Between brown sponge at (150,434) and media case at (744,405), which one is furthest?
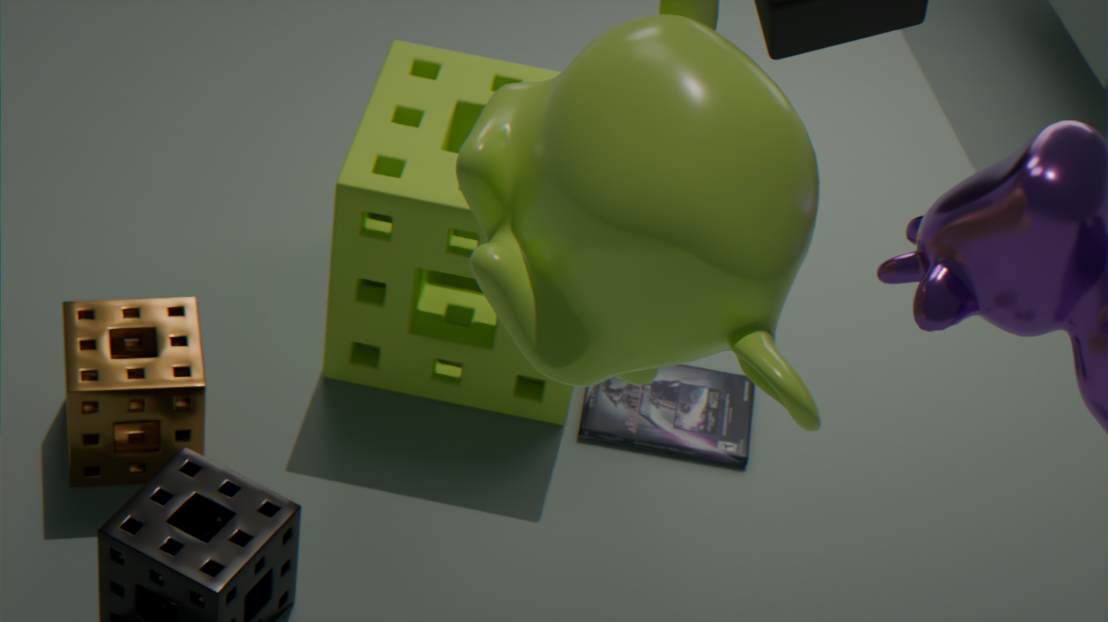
media case at (744,405)
